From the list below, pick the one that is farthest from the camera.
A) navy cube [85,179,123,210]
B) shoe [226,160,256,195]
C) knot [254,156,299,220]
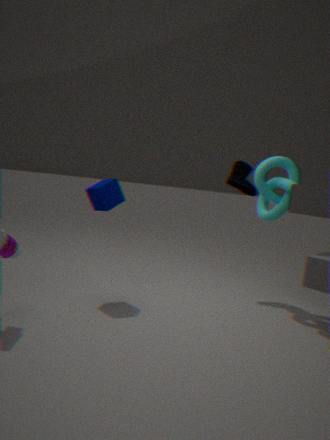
shoe [226,160,256,195]
